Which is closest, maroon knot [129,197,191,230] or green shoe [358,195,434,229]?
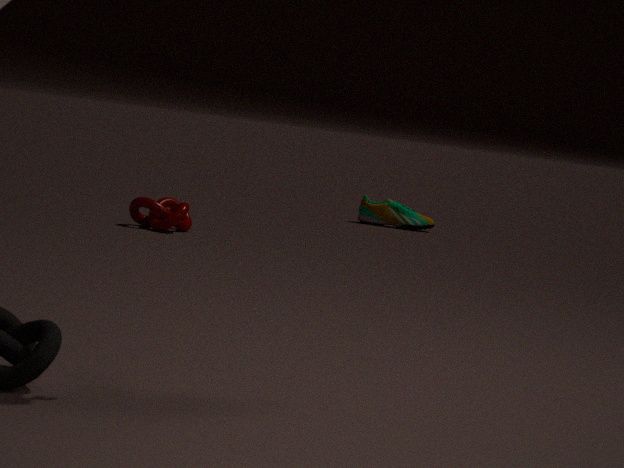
maroon knot [129,197,191,230]
